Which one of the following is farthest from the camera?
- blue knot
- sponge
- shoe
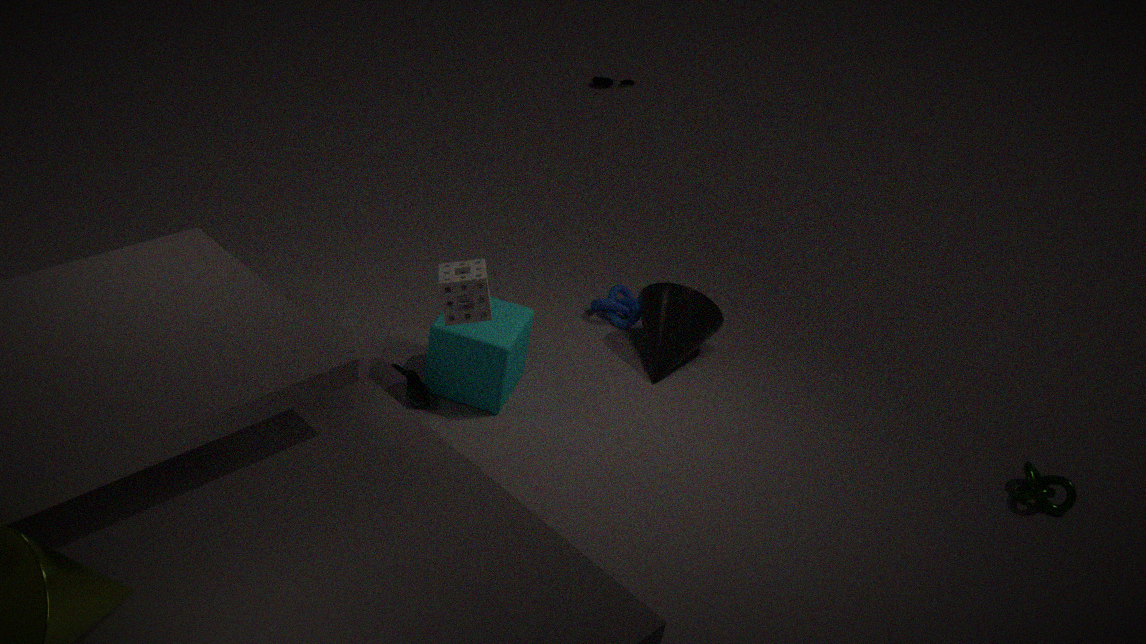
blue knot
